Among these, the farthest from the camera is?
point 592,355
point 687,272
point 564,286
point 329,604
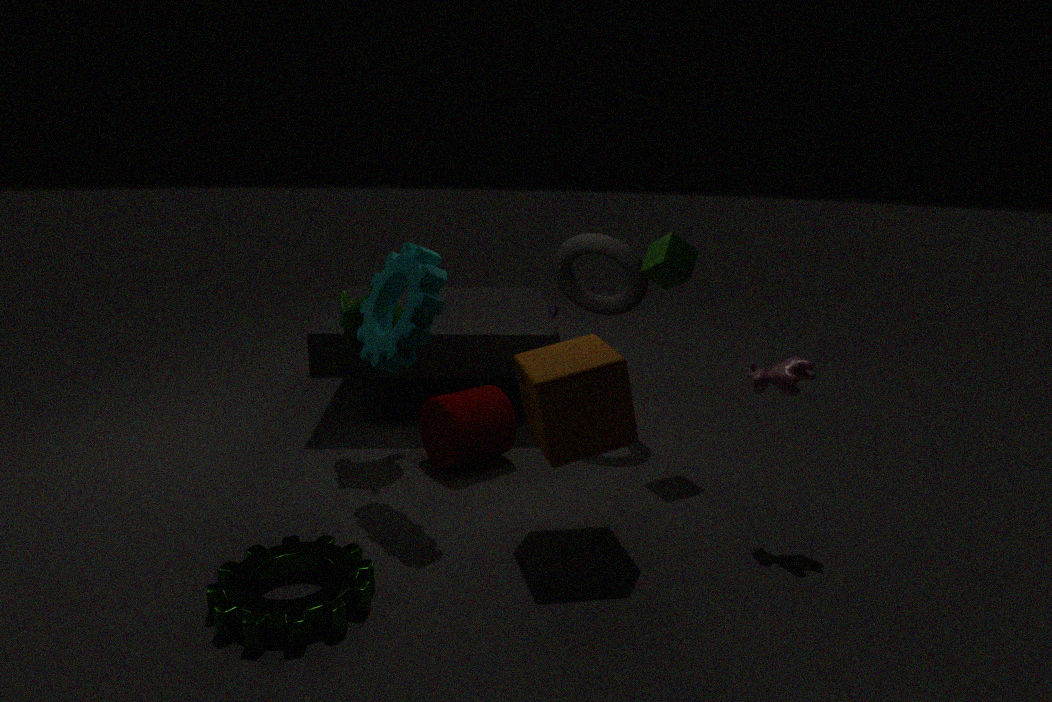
point 564,286
